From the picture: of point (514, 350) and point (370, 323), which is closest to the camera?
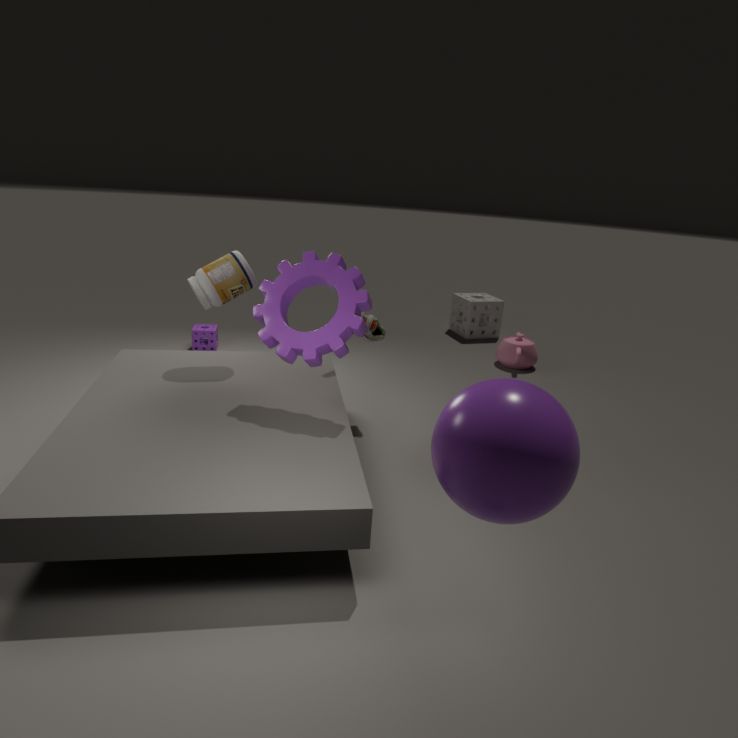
point (370, 323)
